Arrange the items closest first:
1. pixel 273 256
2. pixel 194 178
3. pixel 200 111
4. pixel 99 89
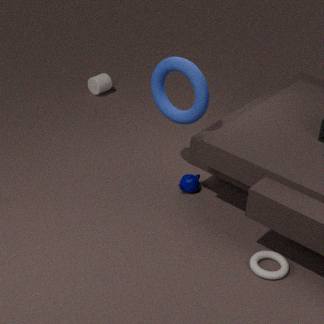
pixel 273 256
pixel 200 111
pixel 194 178
pixel 99 89
